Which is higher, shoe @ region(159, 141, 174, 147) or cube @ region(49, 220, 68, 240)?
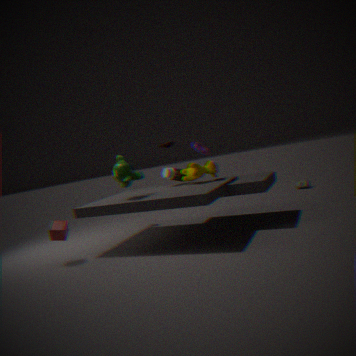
shoe @ region(159, 141, 174, 147)
